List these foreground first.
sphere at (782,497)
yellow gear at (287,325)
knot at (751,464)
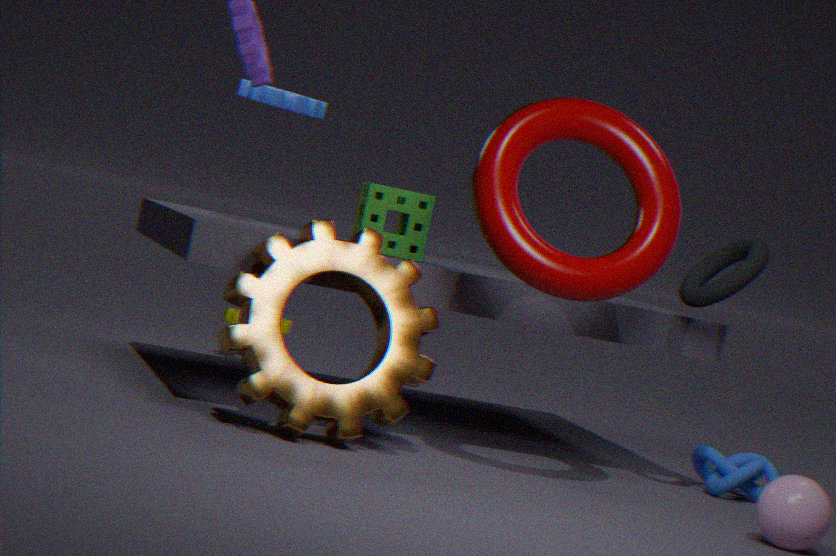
sphere at (782,497), knot at (751,464), yellow gear at (287,325)
